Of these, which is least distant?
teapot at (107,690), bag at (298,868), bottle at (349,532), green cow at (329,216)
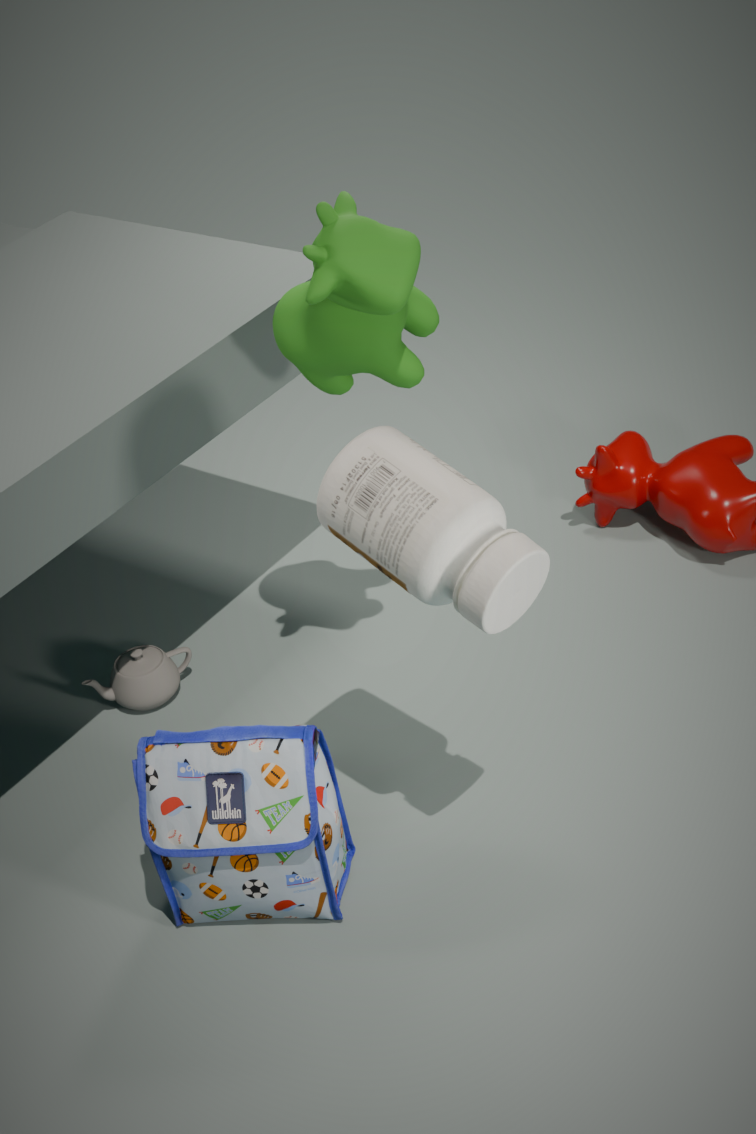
bottle at (349,532)
